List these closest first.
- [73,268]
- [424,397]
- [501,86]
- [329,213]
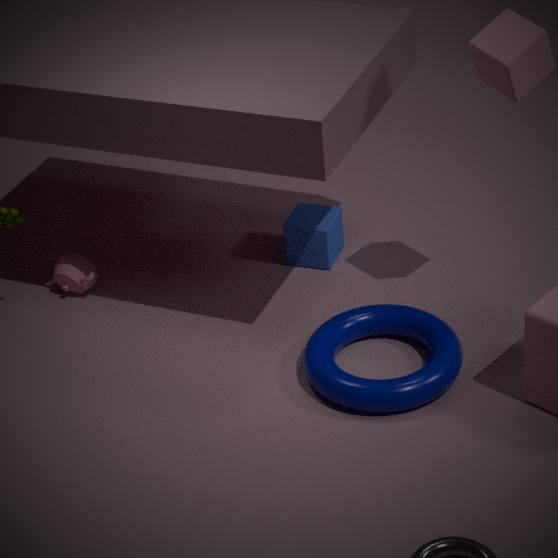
[501,86]
[424,397]
[73,268]
[329,213]
